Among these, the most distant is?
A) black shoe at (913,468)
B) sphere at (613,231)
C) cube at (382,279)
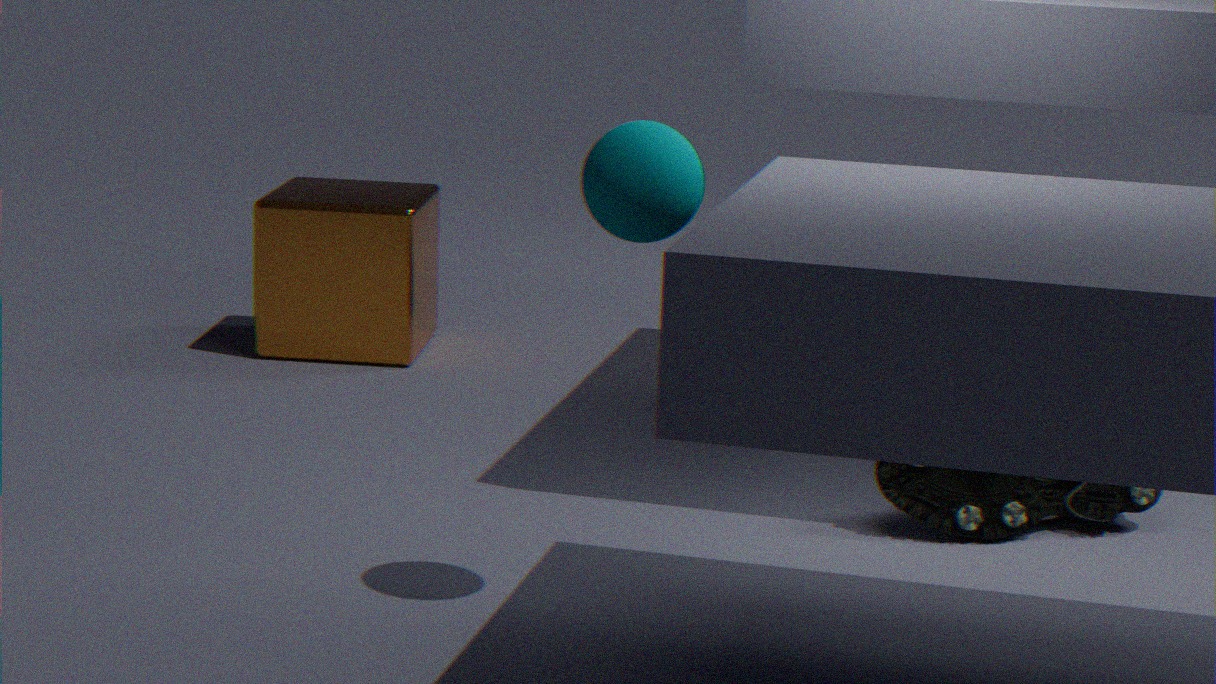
cube at (382,279)
